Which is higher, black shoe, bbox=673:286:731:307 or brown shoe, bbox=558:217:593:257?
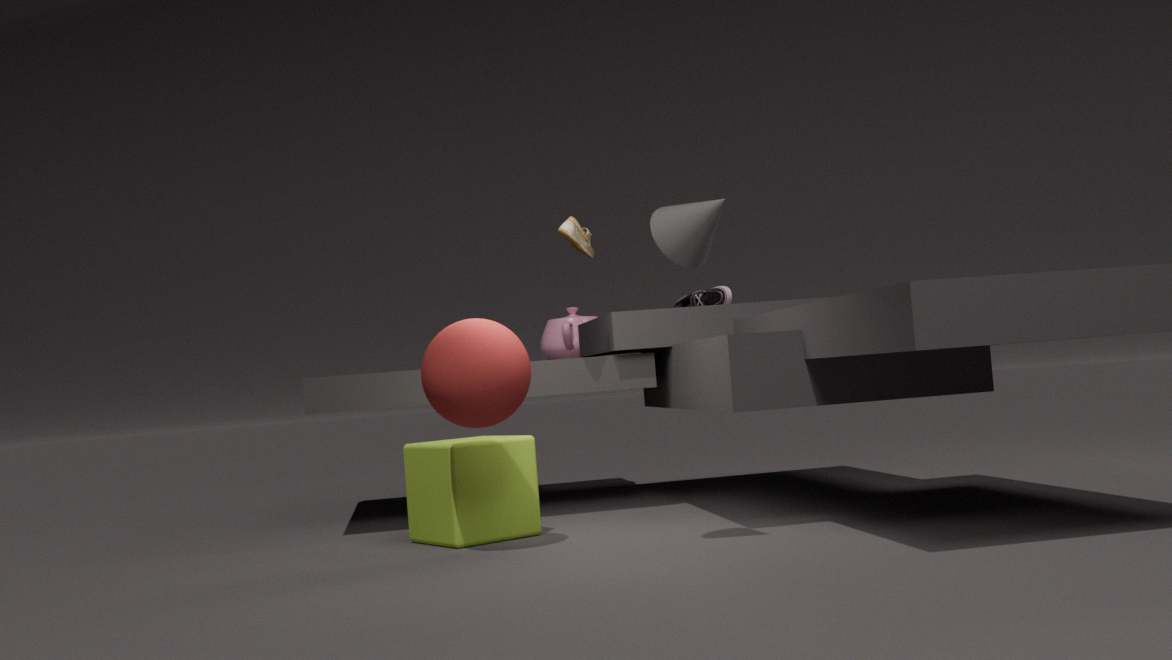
brown shoe, bbox=558:217:593:257
